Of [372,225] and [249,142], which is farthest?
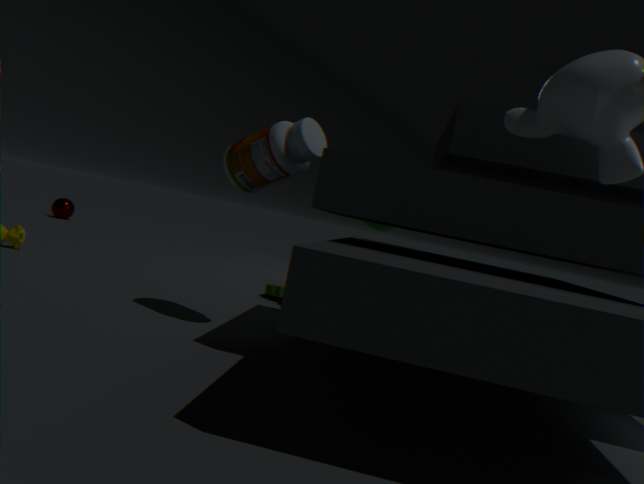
[372,225]
